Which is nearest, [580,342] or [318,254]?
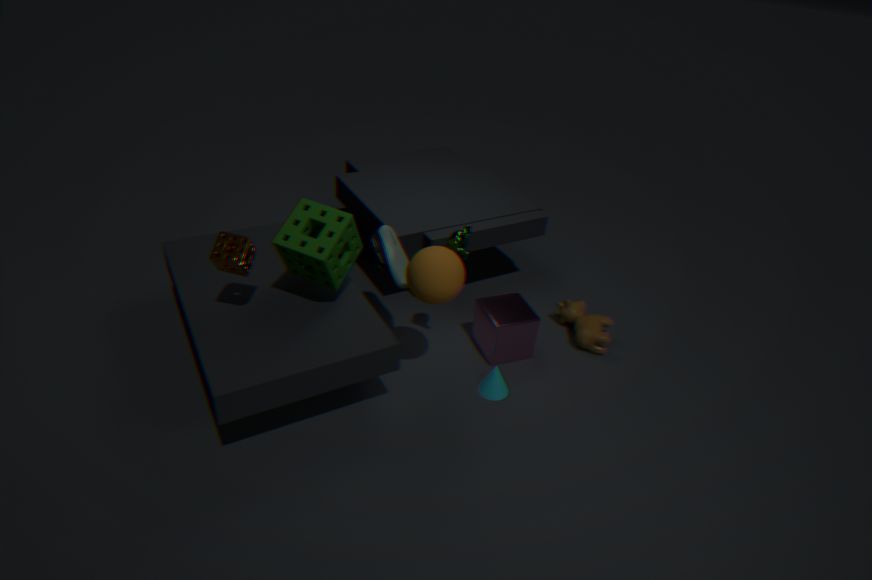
[318,254]
